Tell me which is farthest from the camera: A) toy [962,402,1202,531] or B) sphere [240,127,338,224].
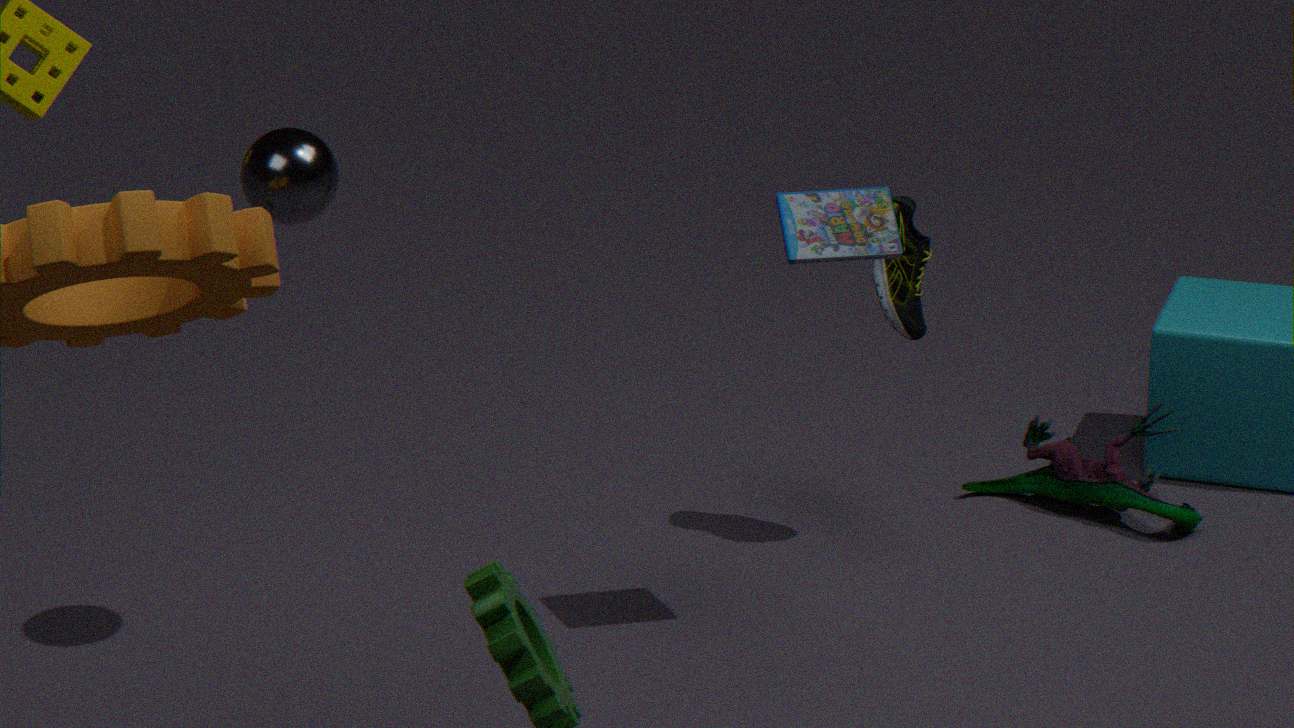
A. toy [962,402,1202,531]
